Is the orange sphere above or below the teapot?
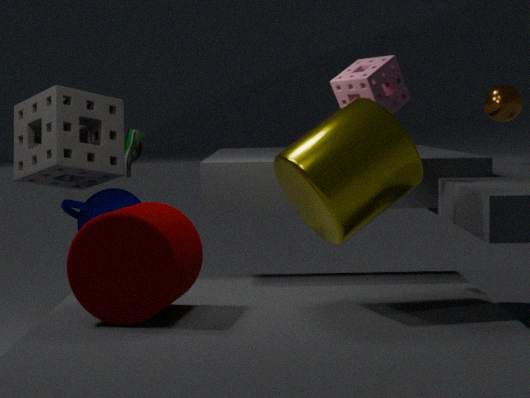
above
